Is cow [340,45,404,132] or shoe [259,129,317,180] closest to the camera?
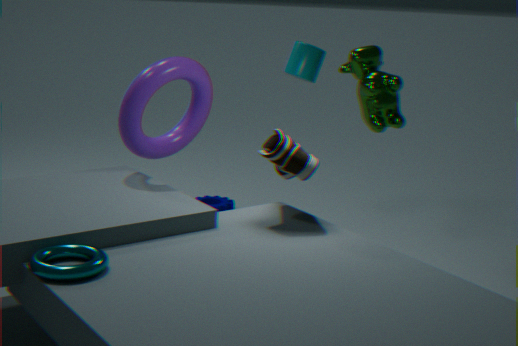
shoe [259,129,317,180]
